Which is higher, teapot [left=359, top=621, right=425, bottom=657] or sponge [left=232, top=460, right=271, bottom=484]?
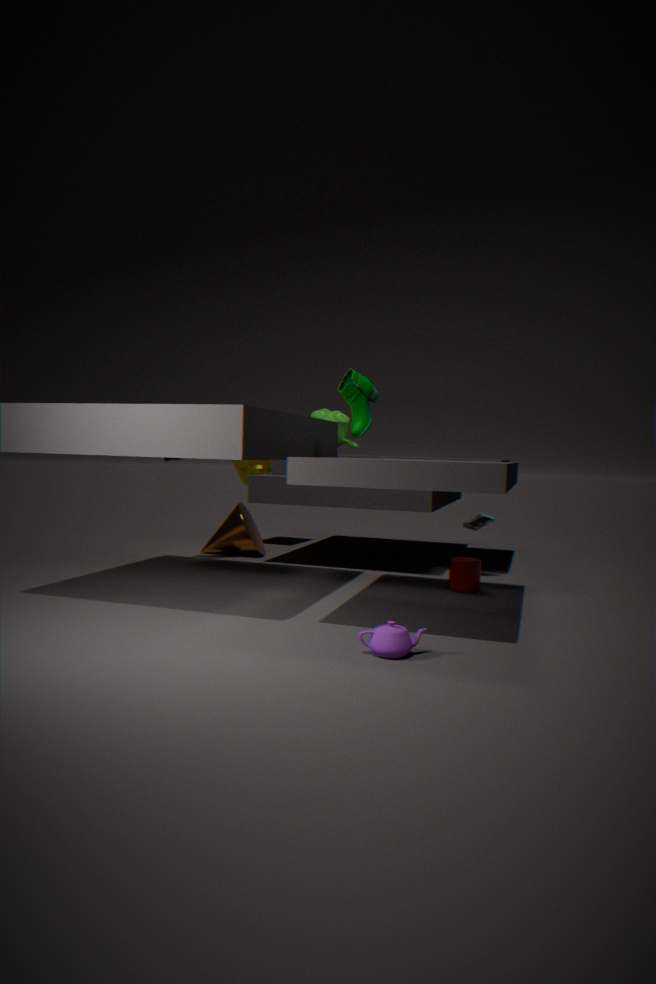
sponge [left=232, top=460, right=271, bottom=484]
